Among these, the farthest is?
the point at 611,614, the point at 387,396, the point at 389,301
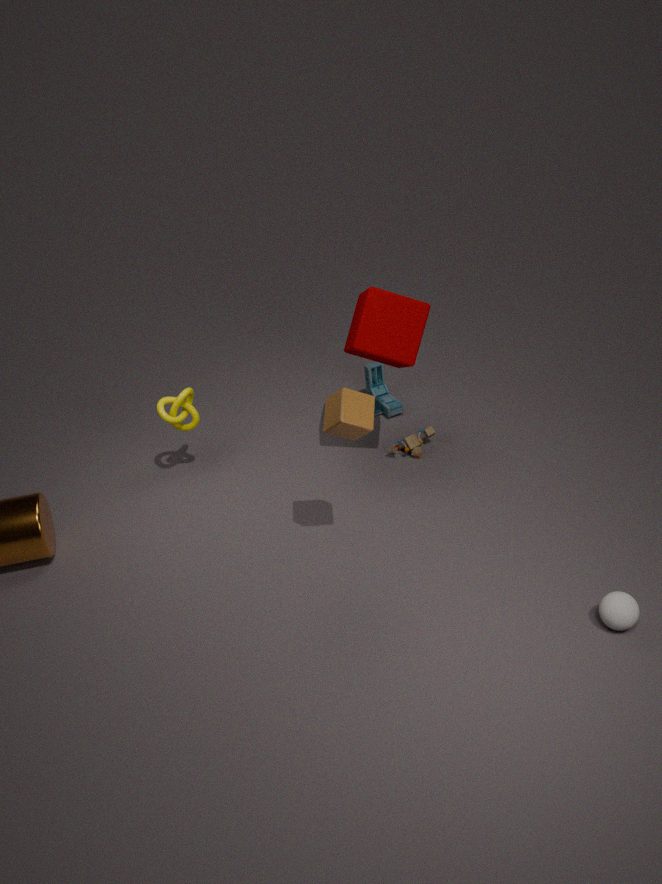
the point at 387,396
